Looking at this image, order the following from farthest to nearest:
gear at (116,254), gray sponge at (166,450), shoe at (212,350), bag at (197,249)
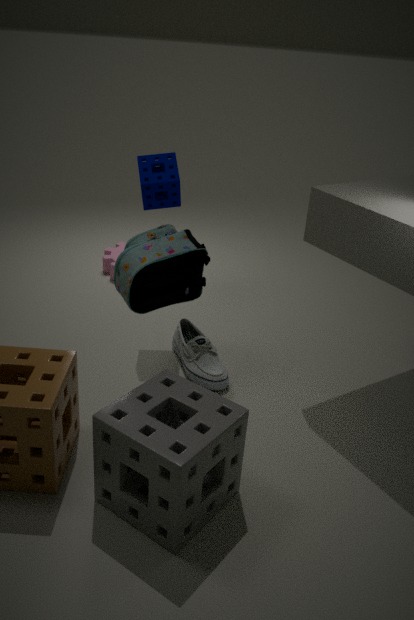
1. gear at (116,254)
2. shoe at (212,350)
3. bag at (197,249)
4. gray sponge at (166,450)
